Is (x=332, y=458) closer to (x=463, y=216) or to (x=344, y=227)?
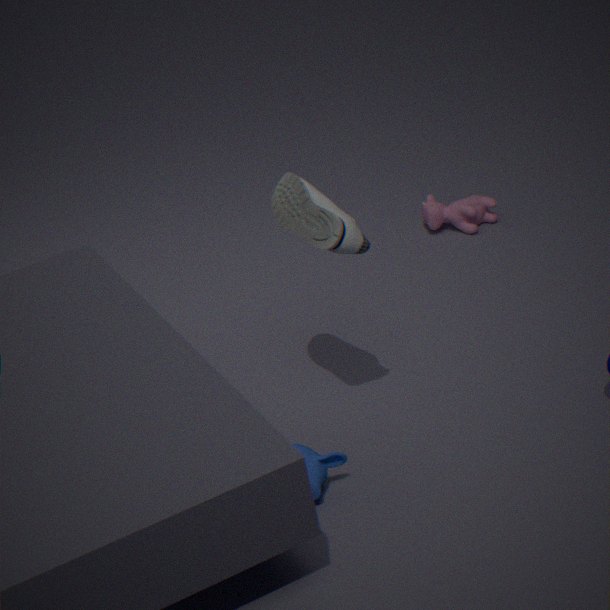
(x=344, y=227)
